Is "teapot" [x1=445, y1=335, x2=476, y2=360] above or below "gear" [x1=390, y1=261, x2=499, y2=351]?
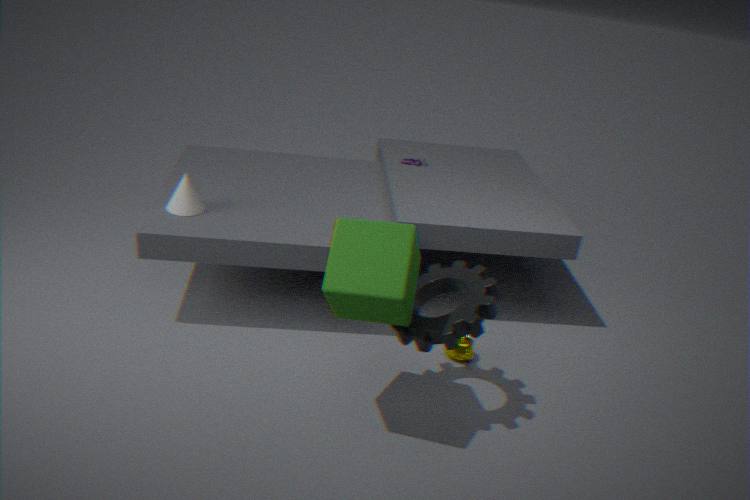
below
